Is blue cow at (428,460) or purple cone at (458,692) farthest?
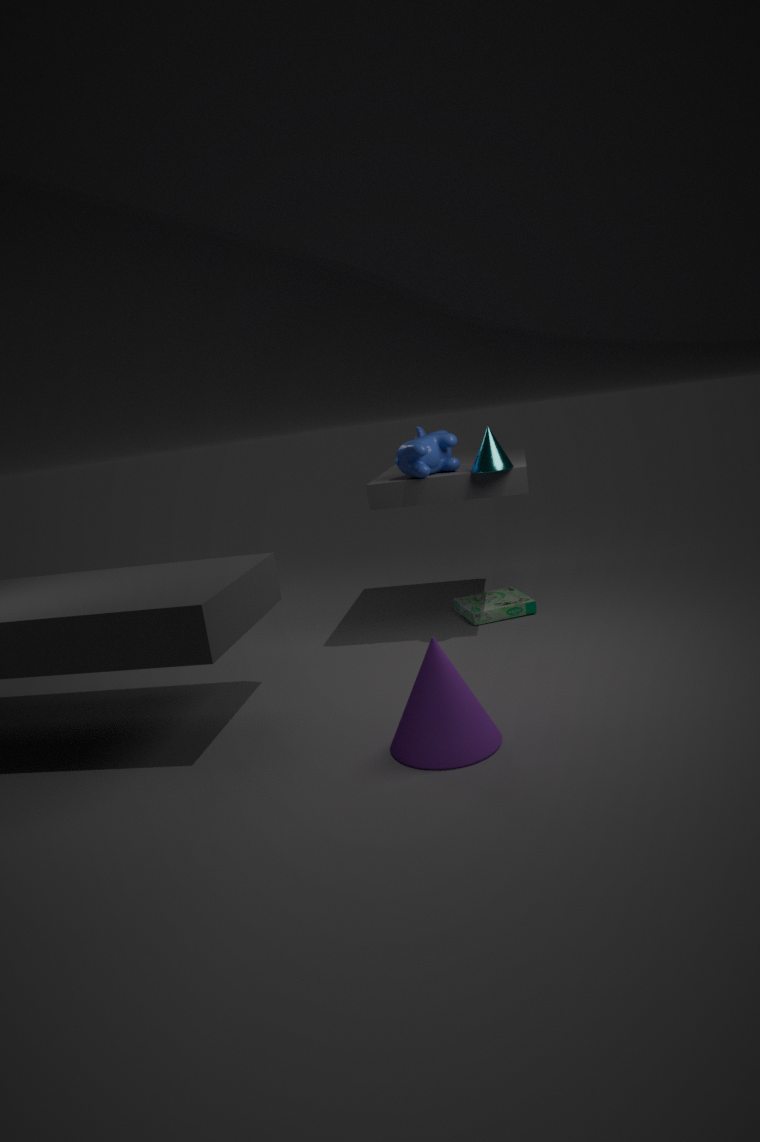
blue cow at (428,460)
